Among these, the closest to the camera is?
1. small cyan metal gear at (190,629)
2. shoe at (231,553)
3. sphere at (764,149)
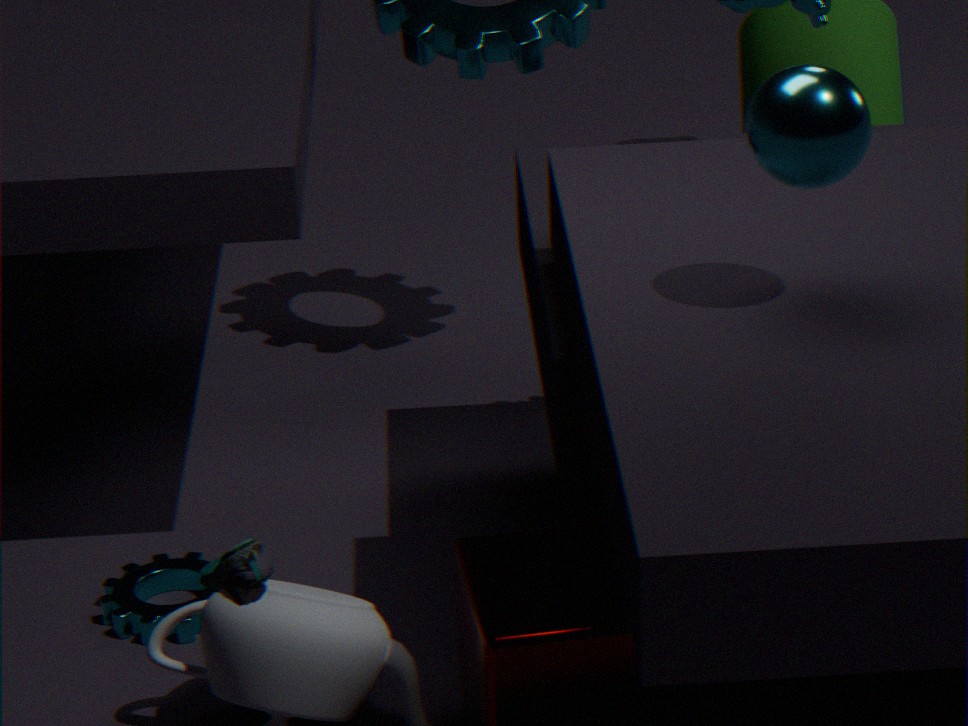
sphere at (764,149)
